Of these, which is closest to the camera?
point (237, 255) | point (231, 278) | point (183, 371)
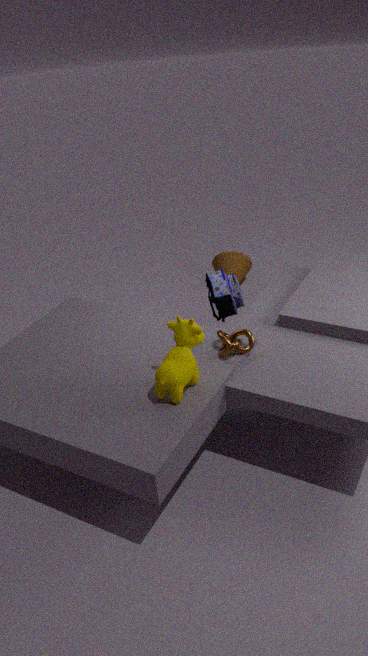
point (183, 371)
